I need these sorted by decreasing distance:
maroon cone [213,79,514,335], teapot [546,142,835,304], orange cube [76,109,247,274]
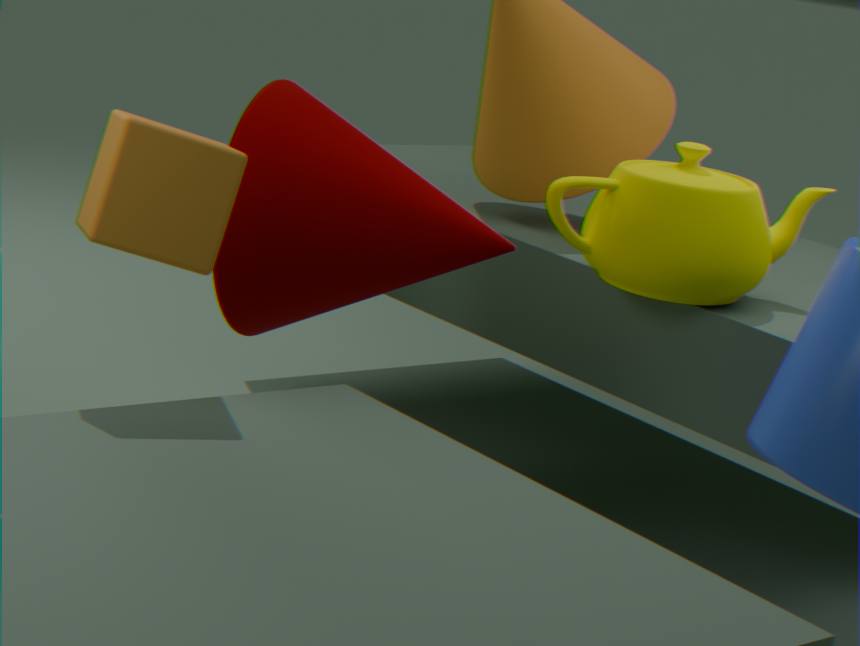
teapot [546,142,835,304] → maroon cone [213,79,514,335] → orange cube [76,109,247,274]
